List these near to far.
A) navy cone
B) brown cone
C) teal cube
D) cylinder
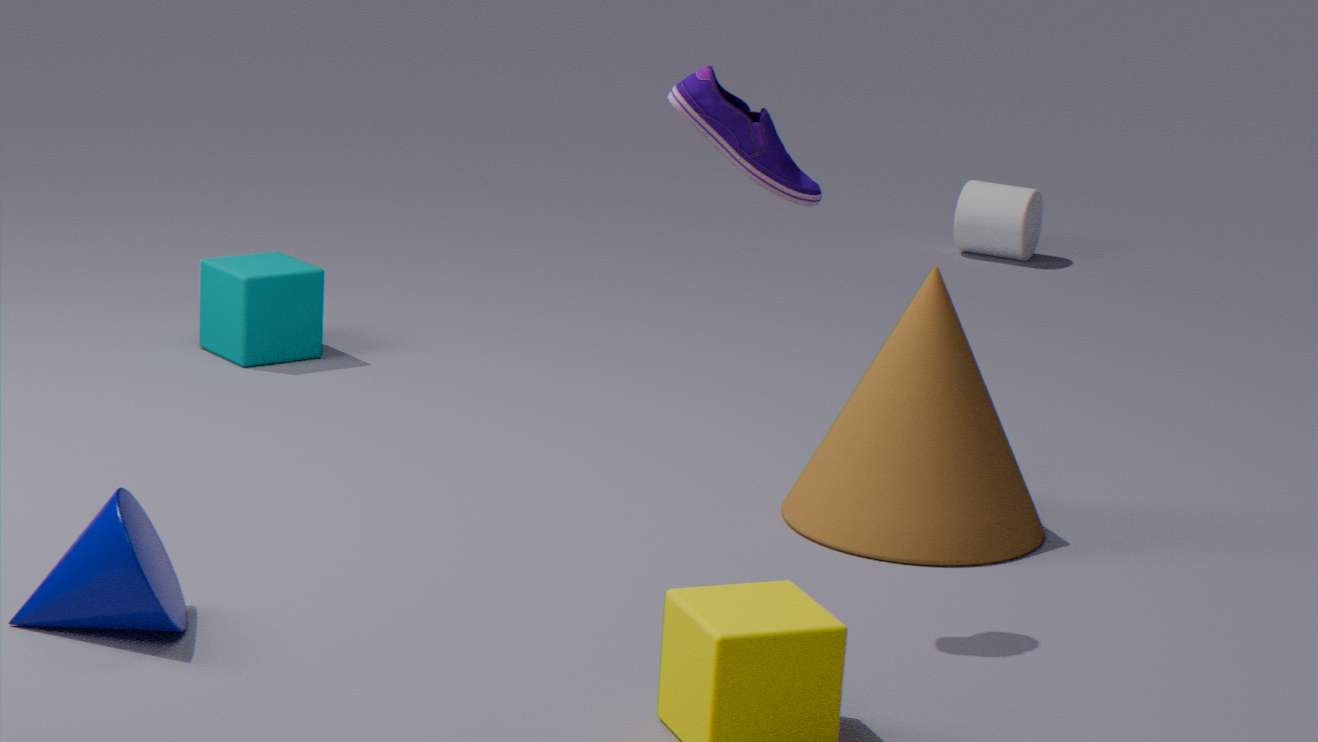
navy cone < brown cone < teal cube < cylinder
